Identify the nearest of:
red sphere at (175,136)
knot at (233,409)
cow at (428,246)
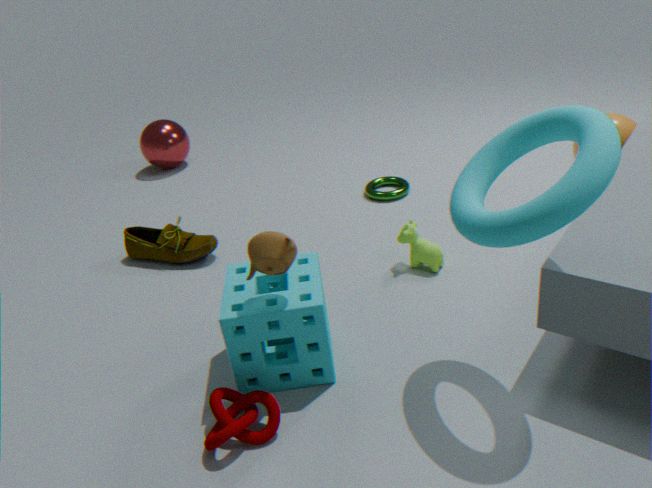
knot at (233,409)
